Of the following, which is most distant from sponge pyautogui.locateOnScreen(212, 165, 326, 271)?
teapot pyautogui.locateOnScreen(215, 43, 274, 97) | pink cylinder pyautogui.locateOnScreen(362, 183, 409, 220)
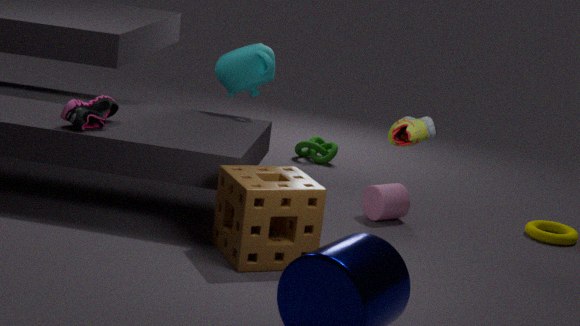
teapot pyautogui.locateOnScreen(215, 43, 274, 97)
